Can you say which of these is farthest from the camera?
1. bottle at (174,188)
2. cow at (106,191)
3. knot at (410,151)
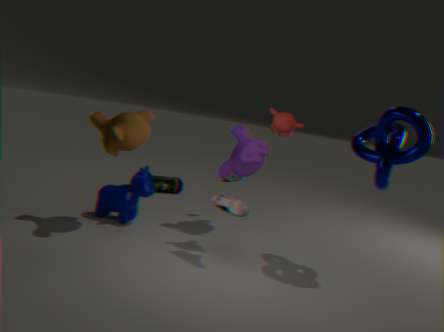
bottle at (174,188)
